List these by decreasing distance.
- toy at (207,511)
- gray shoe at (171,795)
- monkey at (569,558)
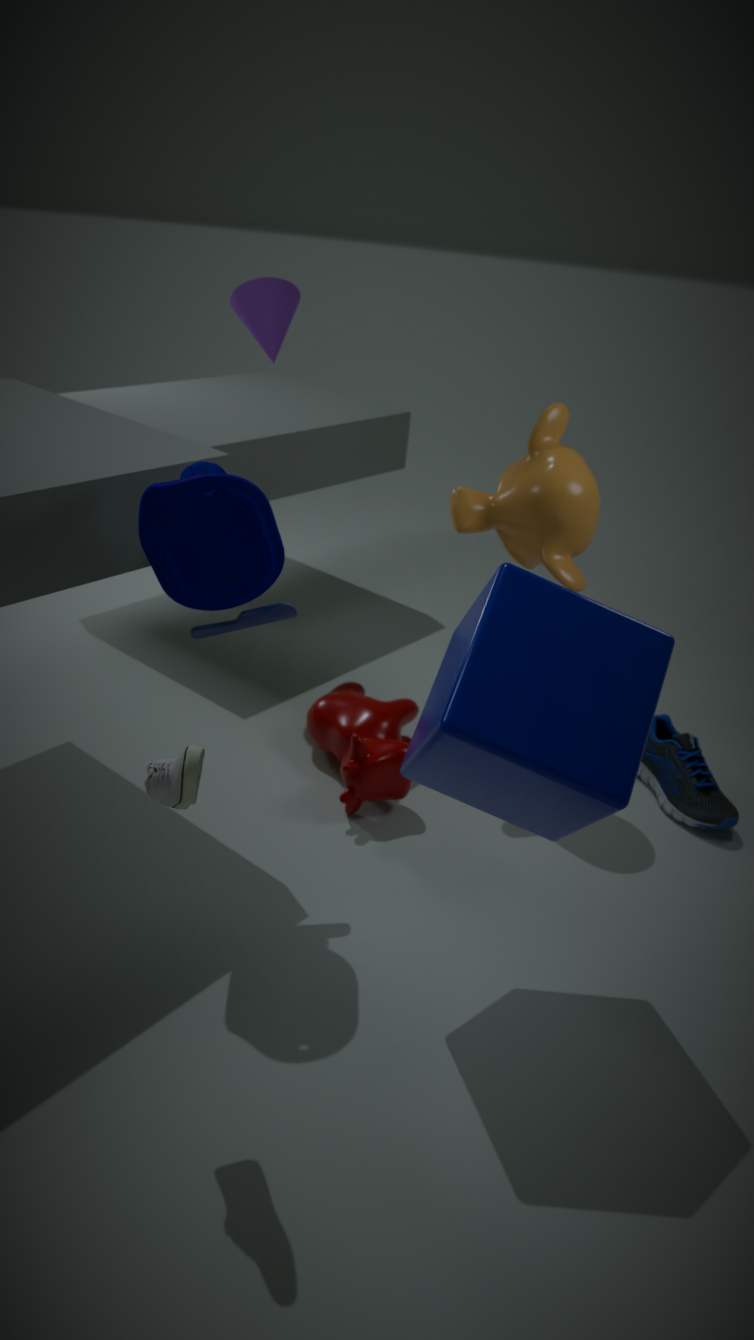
monkey at (569,558)
toy at (207,511)
gray shoe at (171,795)
